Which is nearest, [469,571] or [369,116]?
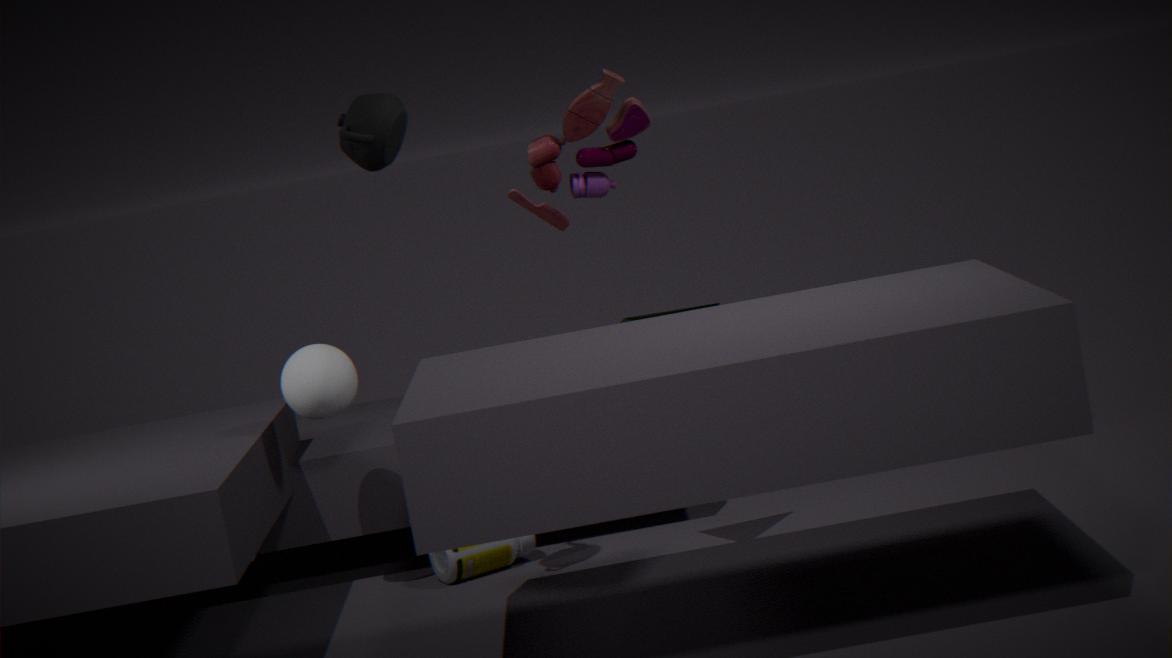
[369,116]
